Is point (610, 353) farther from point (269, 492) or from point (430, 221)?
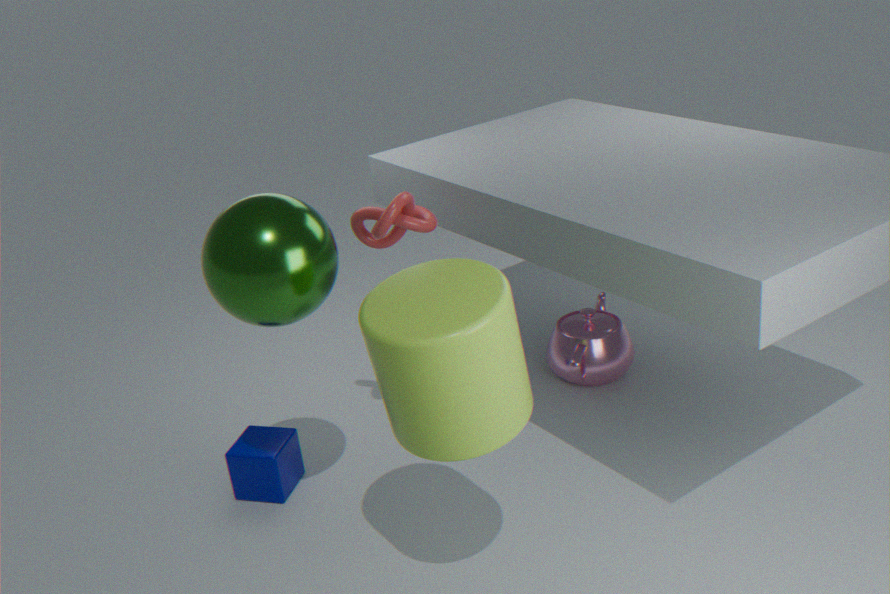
point (269, 492)
